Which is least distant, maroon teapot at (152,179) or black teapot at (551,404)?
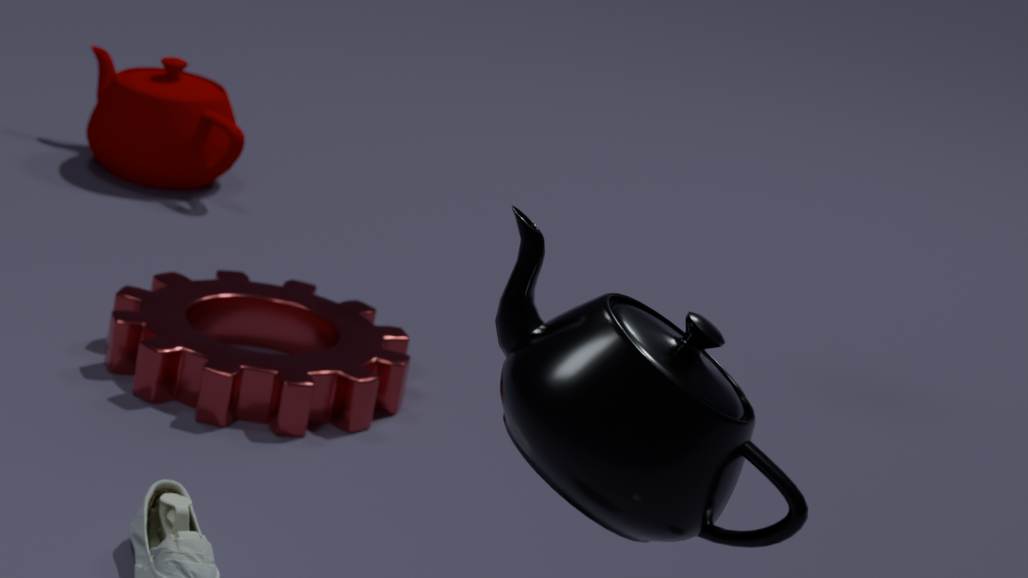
black teapot at (551,404)
